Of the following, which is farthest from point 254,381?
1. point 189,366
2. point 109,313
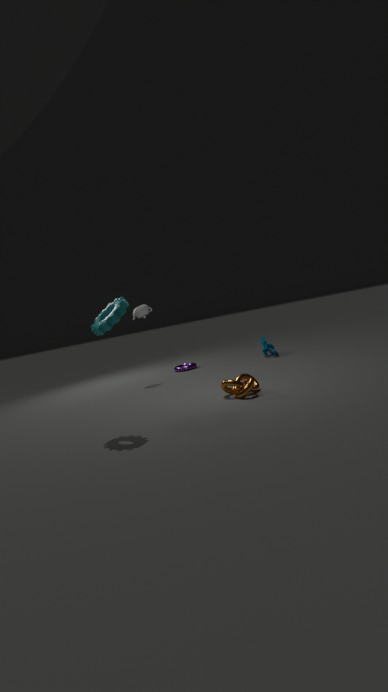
point 189,366
